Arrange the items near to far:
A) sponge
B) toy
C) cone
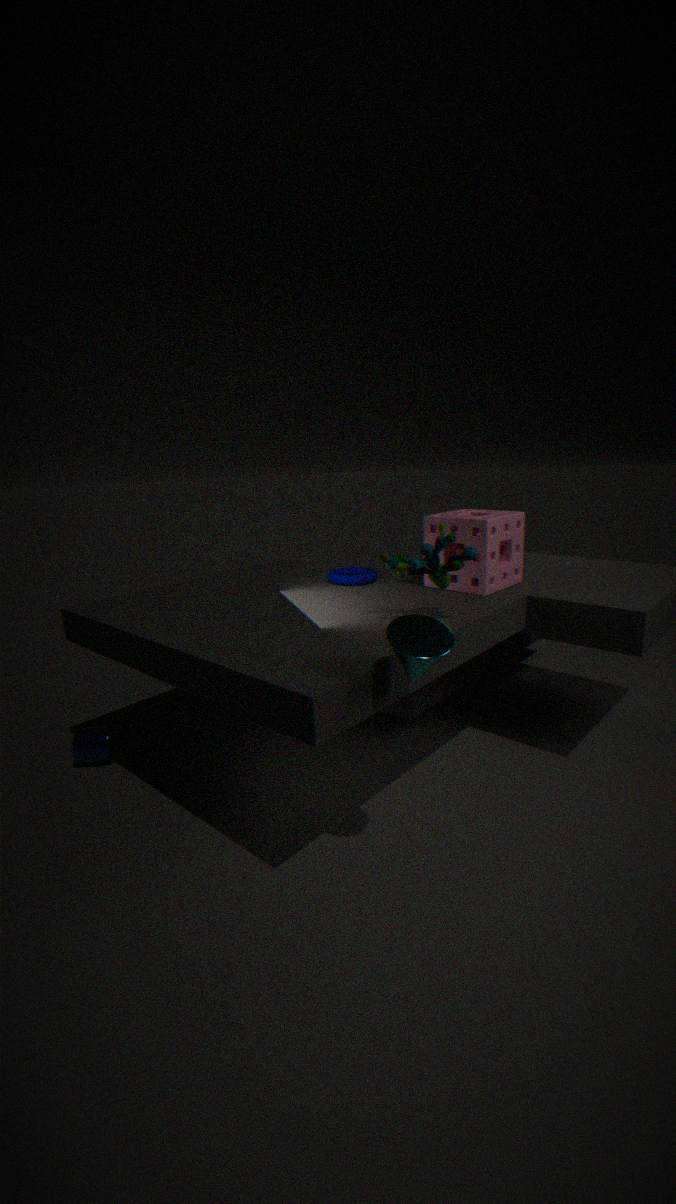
cone → toy → sponge
